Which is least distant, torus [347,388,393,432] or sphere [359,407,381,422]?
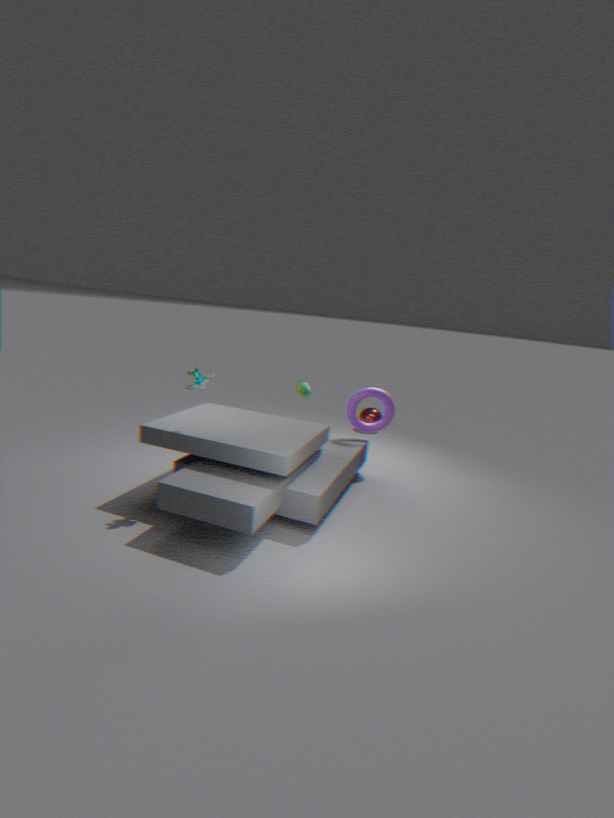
torus [347,388,393,432]
